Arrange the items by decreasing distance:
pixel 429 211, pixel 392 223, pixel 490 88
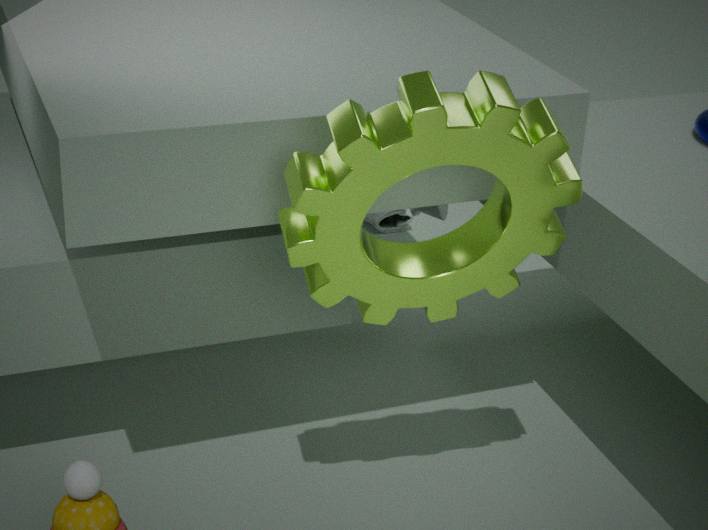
pixel 392 223
pixel 429 211
pixel 490 88
